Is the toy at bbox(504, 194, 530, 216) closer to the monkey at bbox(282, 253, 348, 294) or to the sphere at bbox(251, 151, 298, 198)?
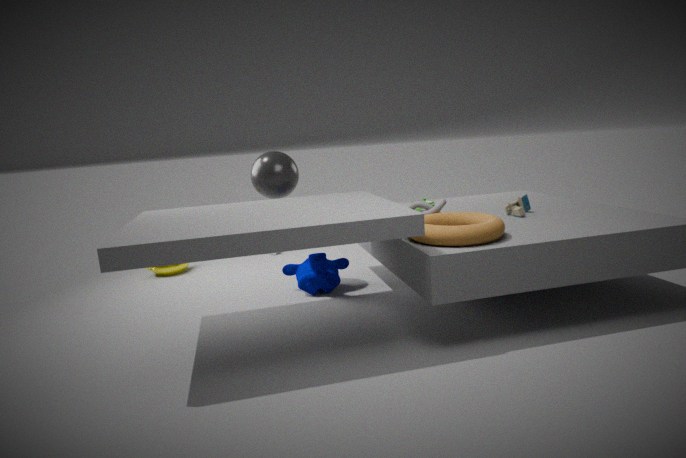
the monkey at bbox(282, 253, 348, 294)
